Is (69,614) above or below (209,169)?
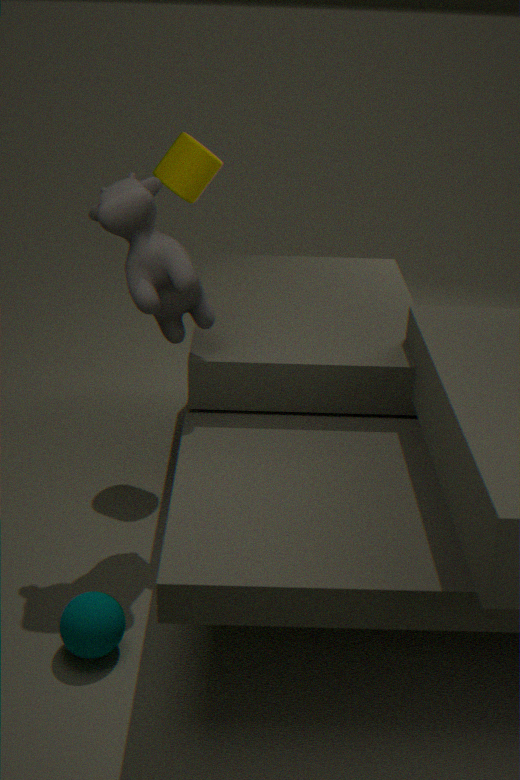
below
